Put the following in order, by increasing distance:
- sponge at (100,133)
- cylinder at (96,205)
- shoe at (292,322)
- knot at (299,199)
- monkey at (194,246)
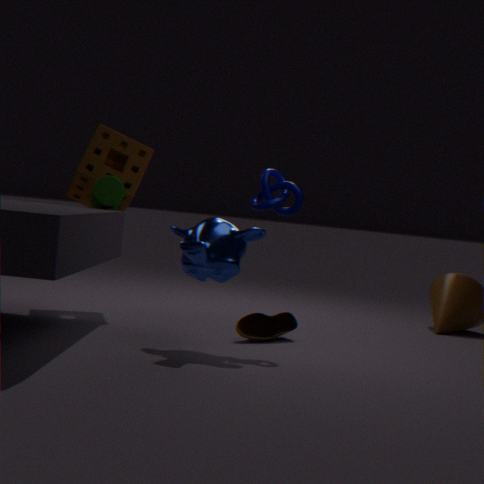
monkey at (194,246) < knot at (299,199) < shoe at (292,322) < cylinder at (96,205) < sponge at (100,133)
